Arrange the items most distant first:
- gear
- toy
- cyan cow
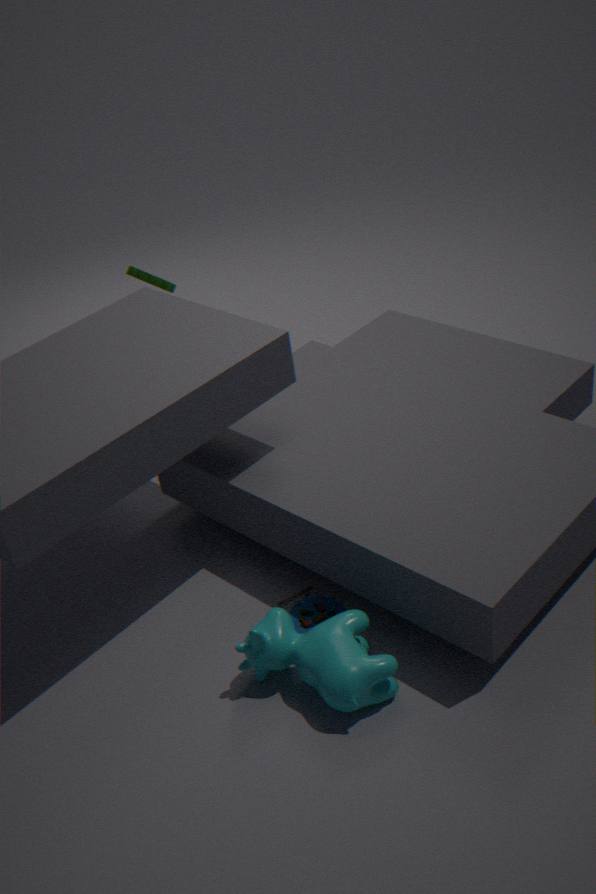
1. gear
2. toy
3. cyan cow
